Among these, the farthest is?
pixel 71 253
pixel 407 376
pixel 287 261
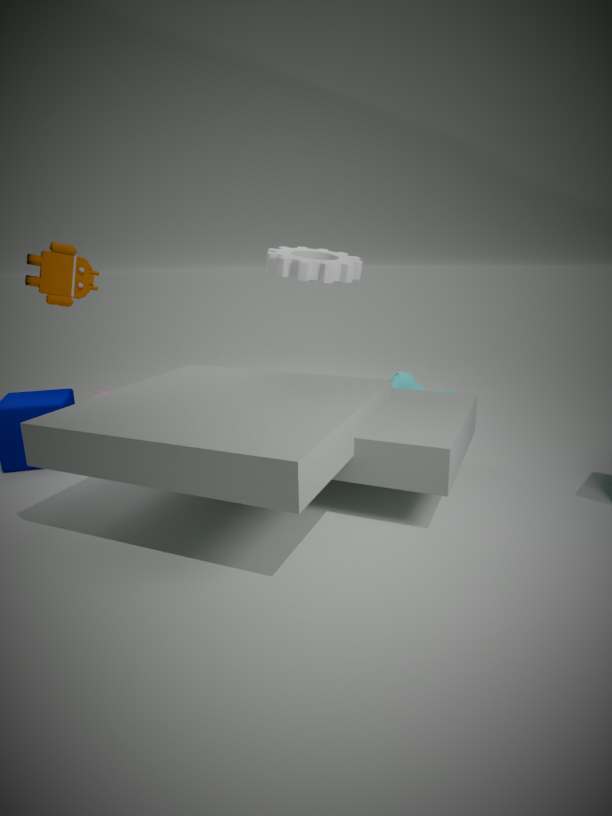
pixel 407 376
